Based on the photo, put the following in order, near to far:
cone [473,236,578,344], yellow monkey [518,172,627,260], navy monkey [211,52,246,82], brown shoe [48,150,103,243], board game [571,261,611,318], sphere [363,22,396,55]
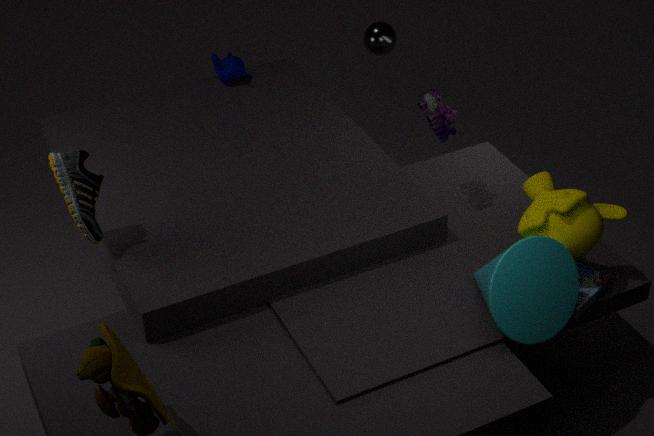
cone [473,236,578,344], yellow monkey [518,172,627,260], board game [571,261,611,318], brown shoe [48,150,103,243], sphere [363,22,396,55], navy monkey [211,52,246,82]
